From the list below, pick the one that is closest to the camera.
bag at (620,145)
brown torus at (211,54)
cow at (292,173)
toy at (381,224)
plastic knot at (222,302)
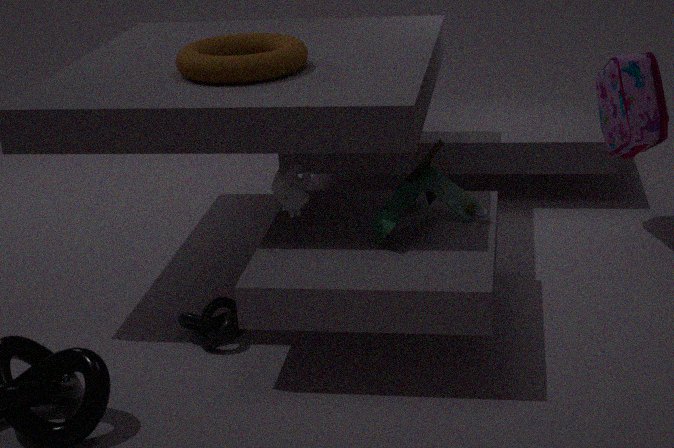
toy at (381,224)
